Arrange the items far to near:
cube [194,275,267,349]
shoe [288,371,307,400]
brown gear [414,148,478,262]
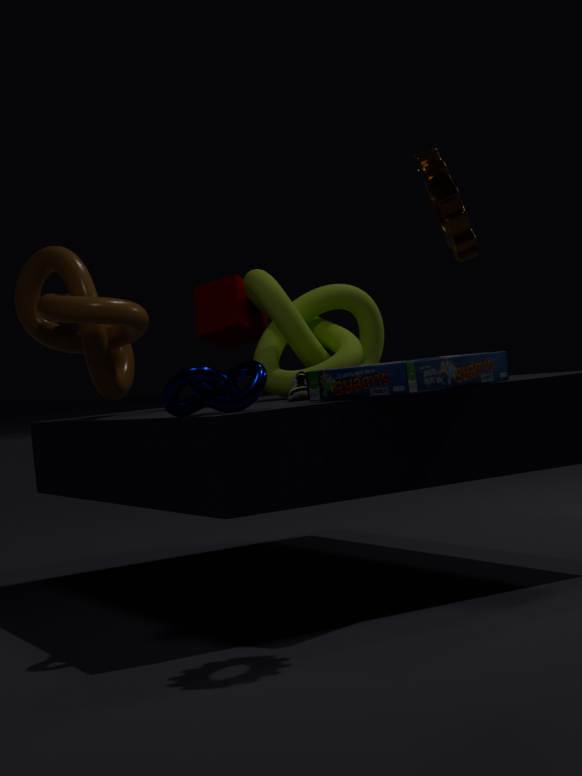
cube [194,275,267,349] → shoe [288,371,307,400] → brown gear [414,148,478,262]
